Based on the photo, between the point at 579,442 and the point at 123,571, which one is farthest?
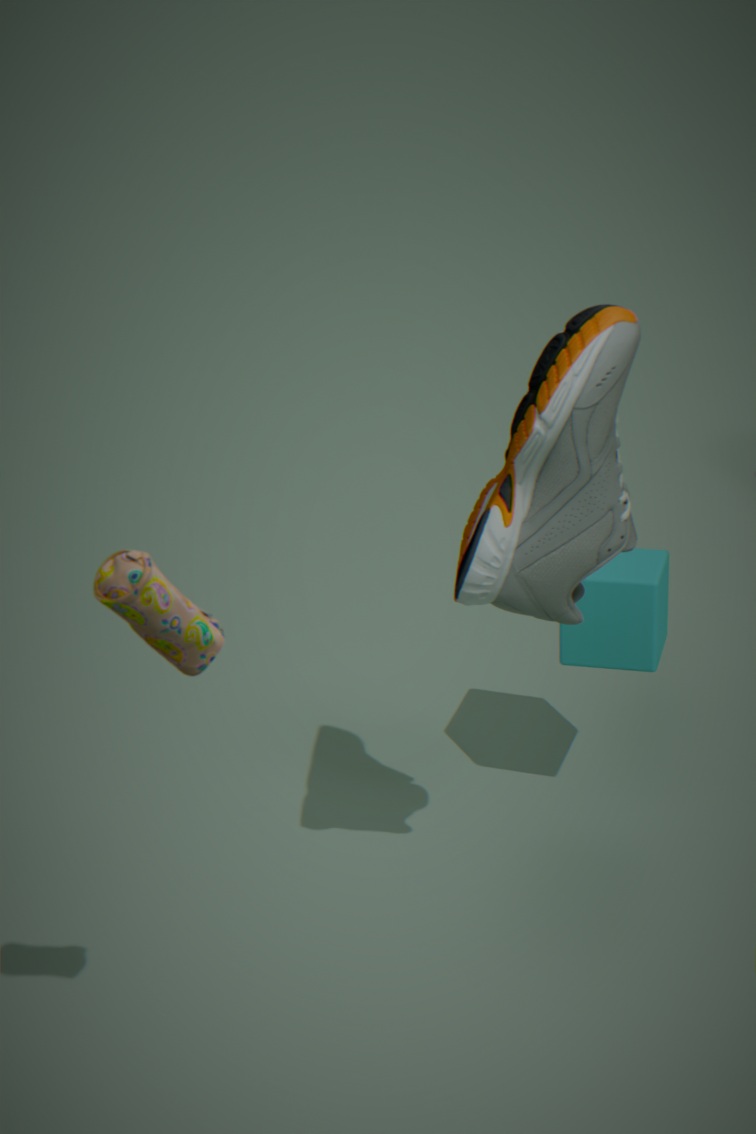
the point at 579,442
